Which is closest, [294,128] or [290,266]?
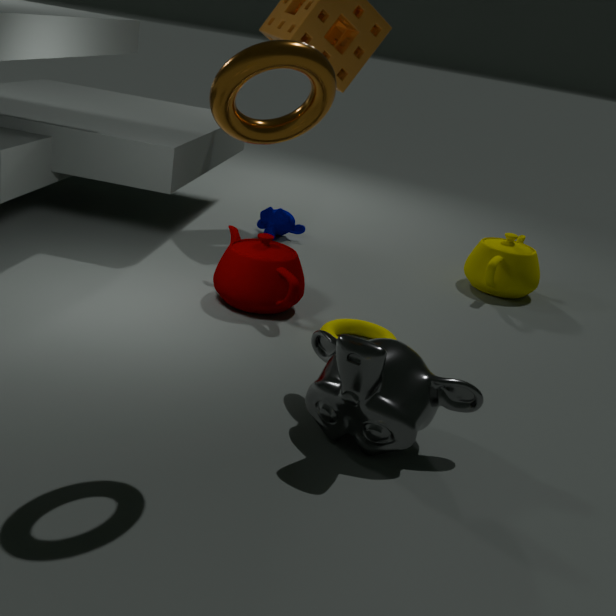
[294,128]
